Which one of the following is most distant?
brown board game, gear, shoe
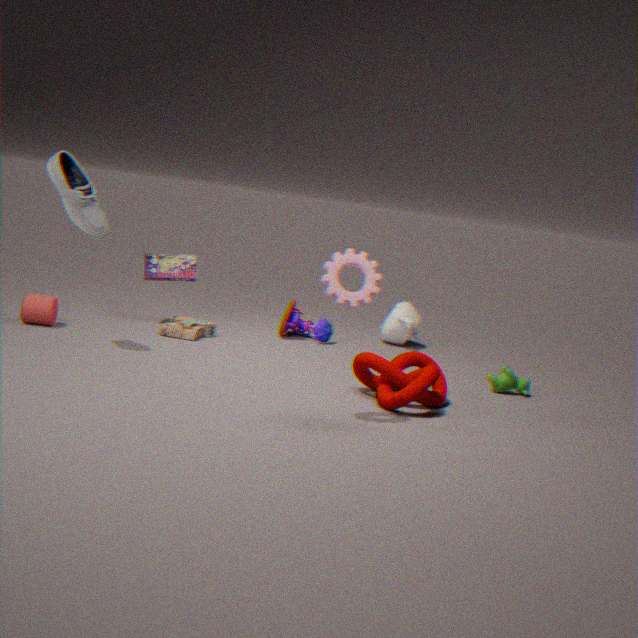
brown board game
